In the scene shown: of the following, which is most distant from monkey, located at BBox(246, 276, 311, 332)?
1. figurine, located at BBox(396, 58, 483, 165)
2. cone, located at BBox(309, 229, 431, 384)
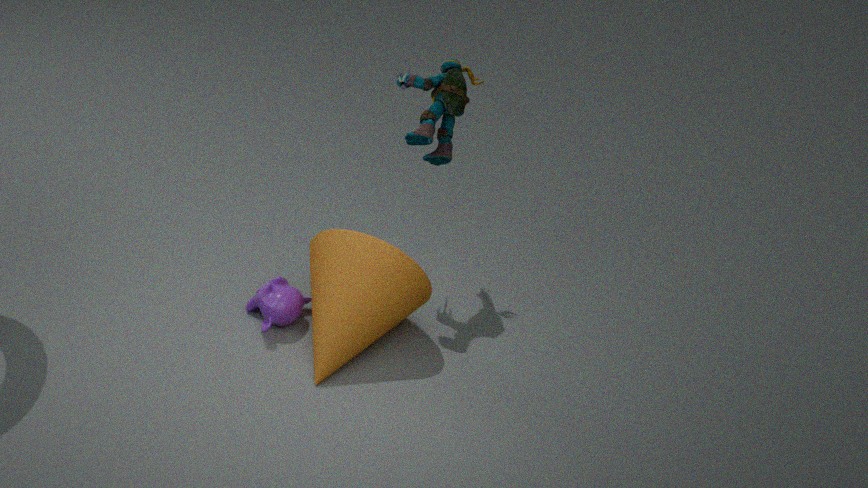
figurine, located at BBox(396, 58, 483, 165)
